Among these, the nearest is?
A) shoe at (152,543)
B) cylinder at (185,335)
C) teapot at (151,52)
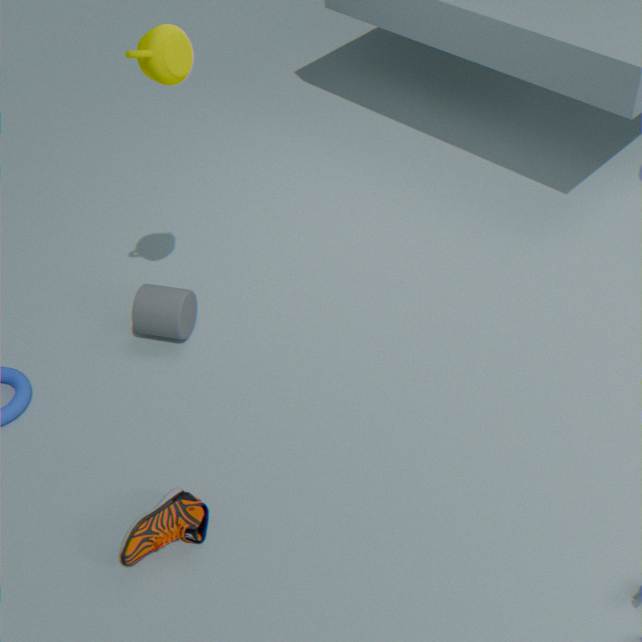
teapot at (151,52)
